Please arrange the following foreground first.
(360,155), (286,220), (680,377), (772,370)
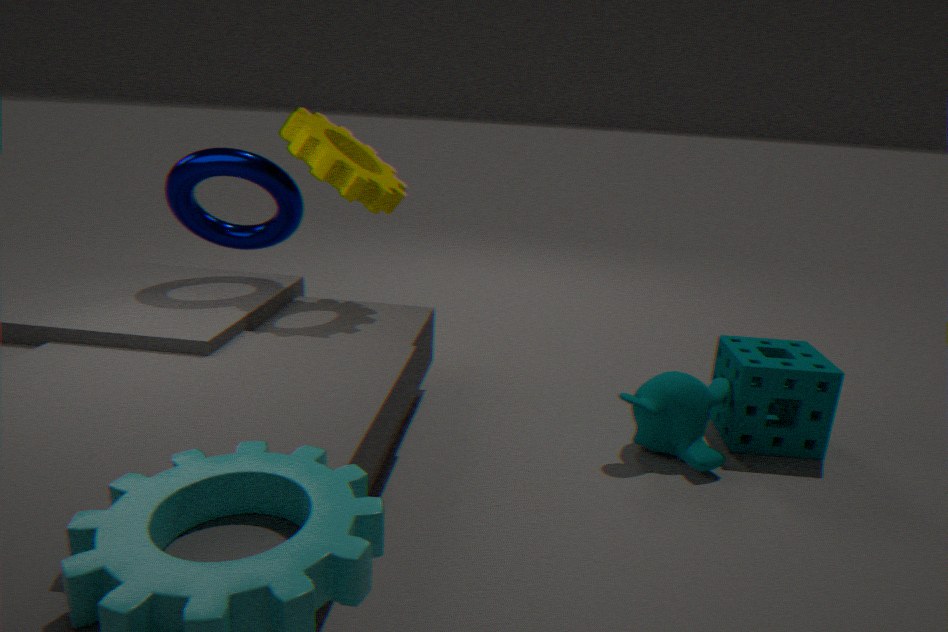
(772,370), (680,377), (286,220), (360,155)
